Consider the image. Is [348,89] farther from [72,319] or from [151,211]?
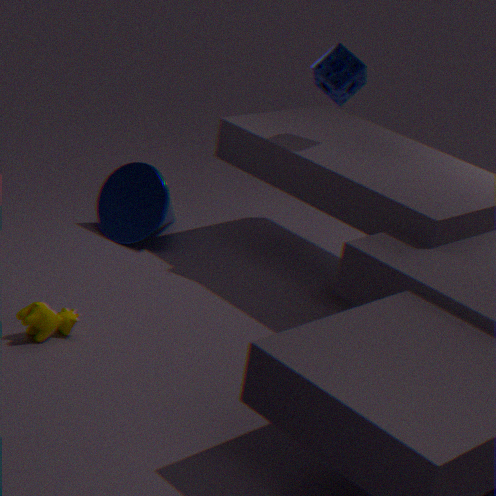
[72,319]
